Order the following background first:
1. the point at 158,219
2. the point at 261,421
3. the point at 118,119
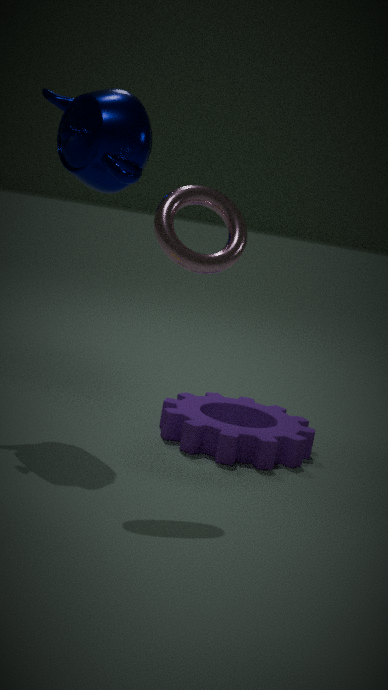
the point at 261,421 < the point at 118,119 < the point at 158,219
